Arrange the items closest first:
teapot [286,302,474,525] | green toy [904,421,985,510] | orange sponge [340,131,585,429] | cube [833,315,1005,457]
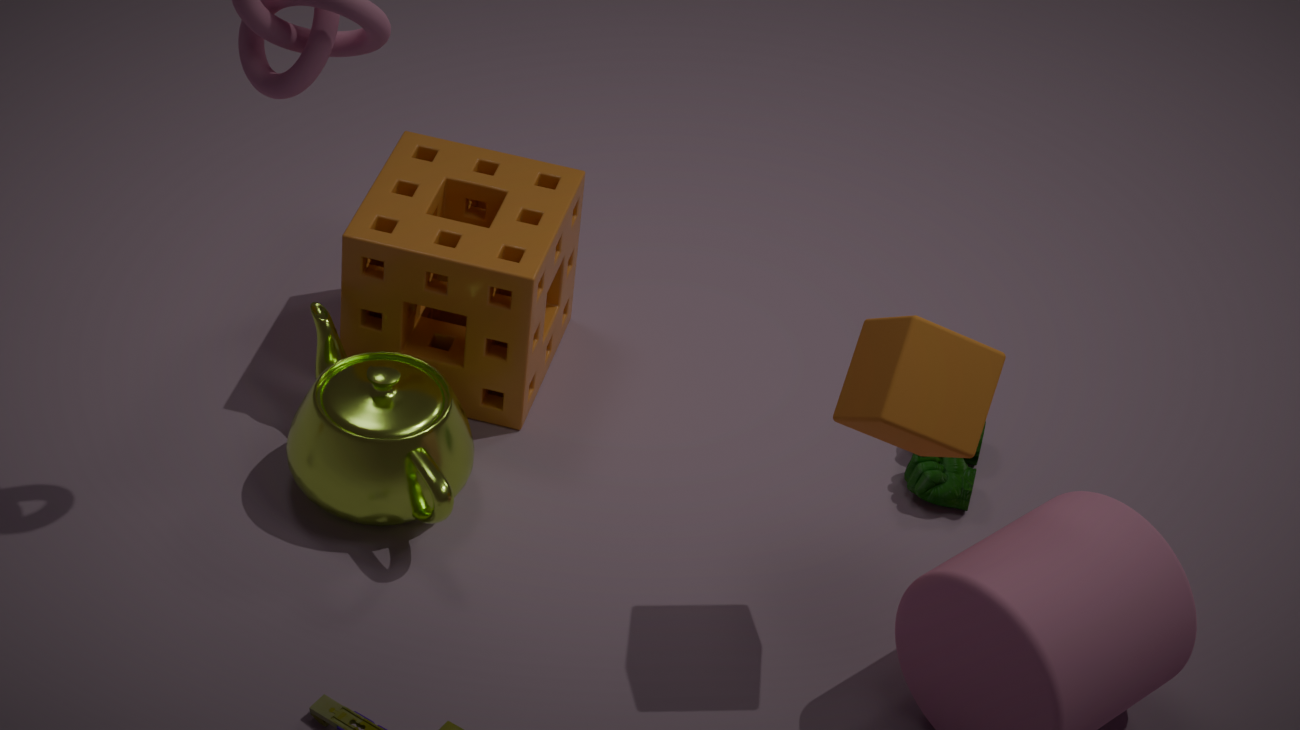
cube [833,315,1005,457] < teapot [286,302,474,525] < orange sponge [340,131,585,429] < green toy [904,421,985,510]
